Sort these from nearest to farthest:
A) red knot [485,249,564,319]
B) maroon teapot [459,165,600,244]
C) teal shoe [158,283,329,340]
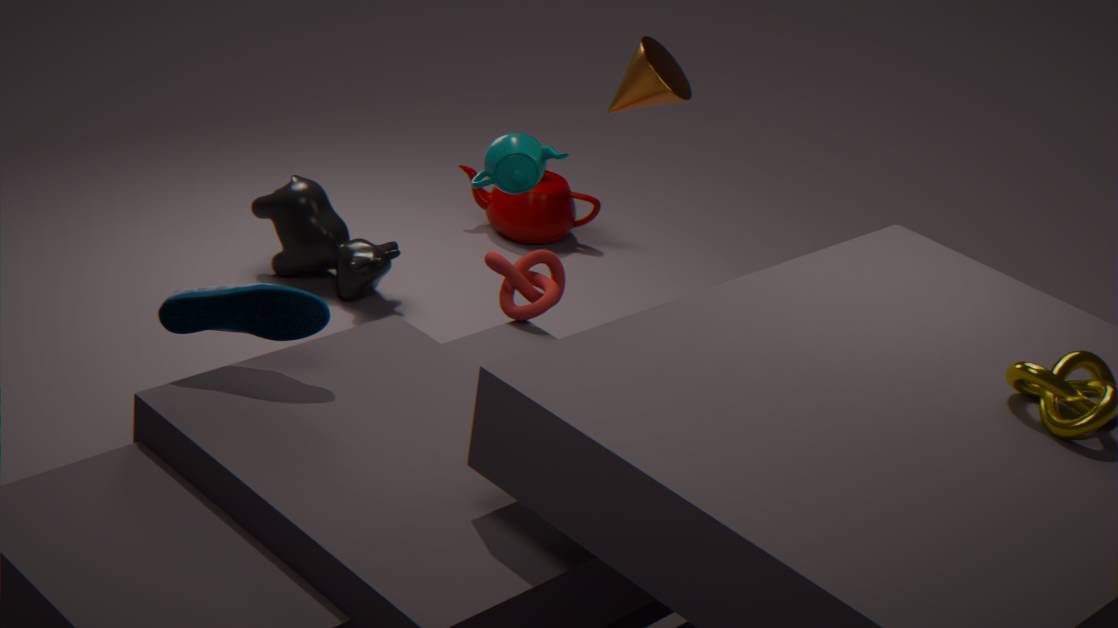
1. teal shoe [158,283,329,340]
2. red knot [485,249,564,319]
3. maroon teapot [459,165,600,244]
